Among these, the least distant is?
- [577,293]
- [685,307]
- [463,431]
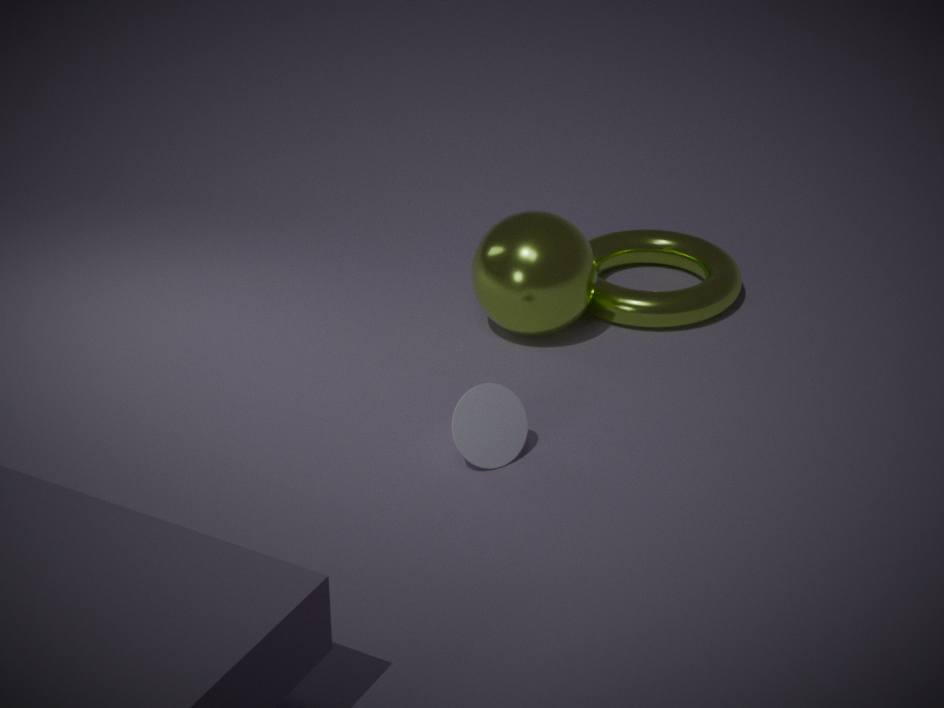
[463,431]
